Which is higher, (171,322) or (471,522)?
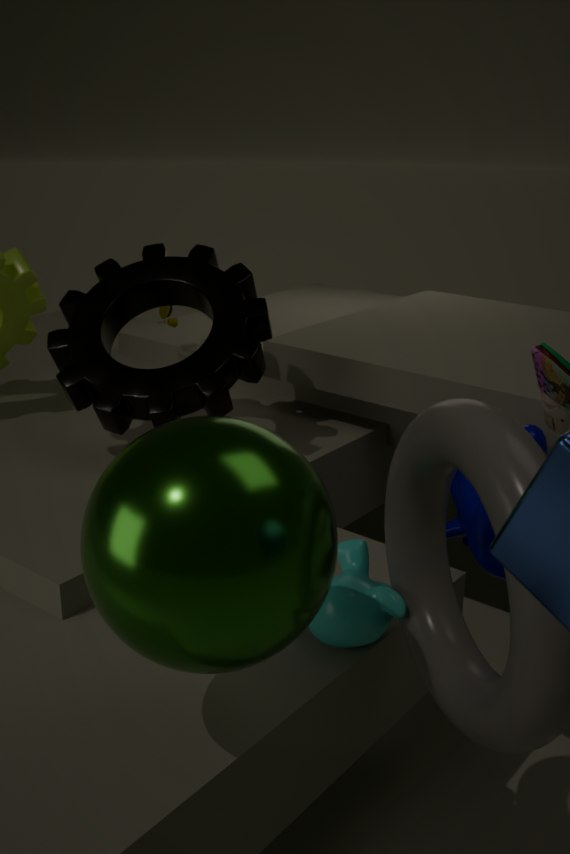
(171,322)
